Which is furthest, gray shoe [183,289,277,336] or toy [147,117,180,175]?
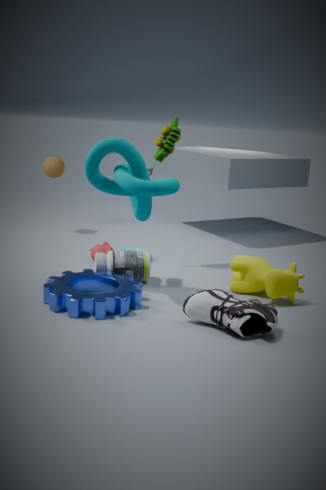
toy [147,117,180,175]
